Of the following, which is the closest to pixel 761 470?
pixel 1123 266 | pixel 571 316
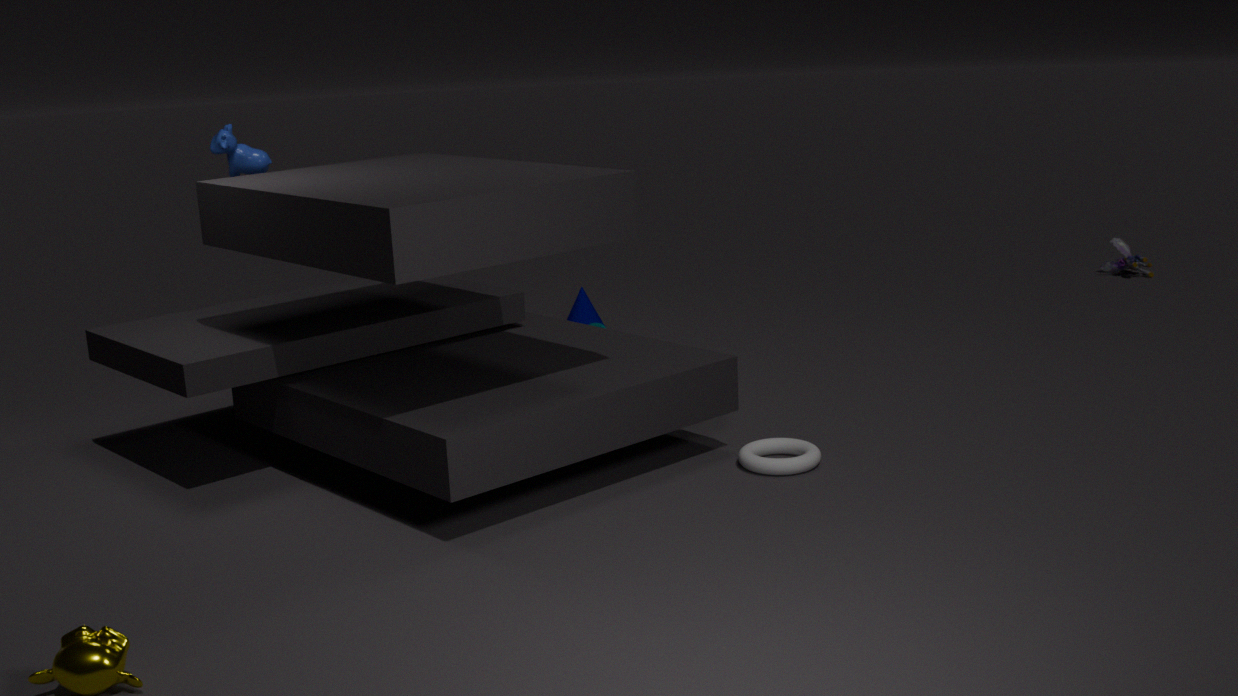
pixel 571 316
